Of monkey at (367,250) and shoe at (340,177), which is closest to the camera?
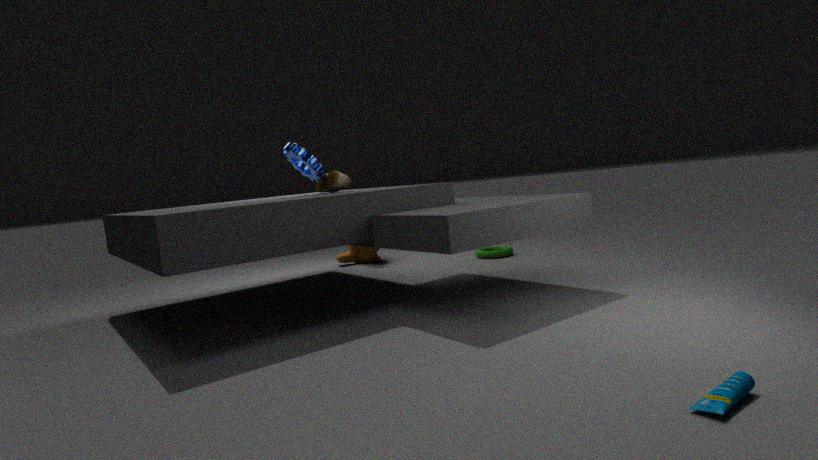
shoe at (340,177)
